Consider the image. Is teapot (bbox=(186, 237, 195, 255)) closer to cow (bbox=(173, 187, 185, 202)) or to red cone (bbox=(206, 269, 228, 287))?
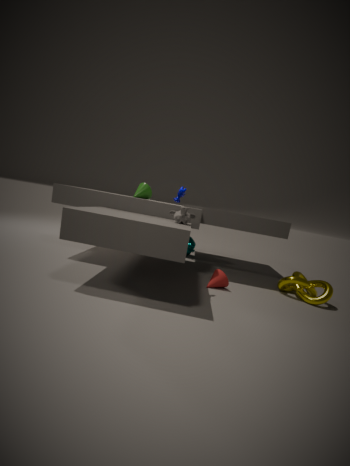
cow (bbox=(173, 187, 185, 202))
